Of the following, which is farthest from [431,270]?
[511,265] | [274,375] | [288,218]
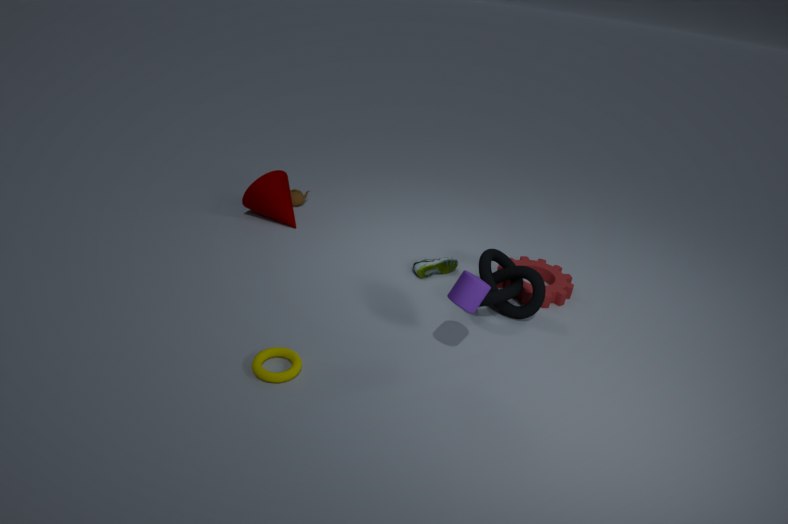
[274,375]
